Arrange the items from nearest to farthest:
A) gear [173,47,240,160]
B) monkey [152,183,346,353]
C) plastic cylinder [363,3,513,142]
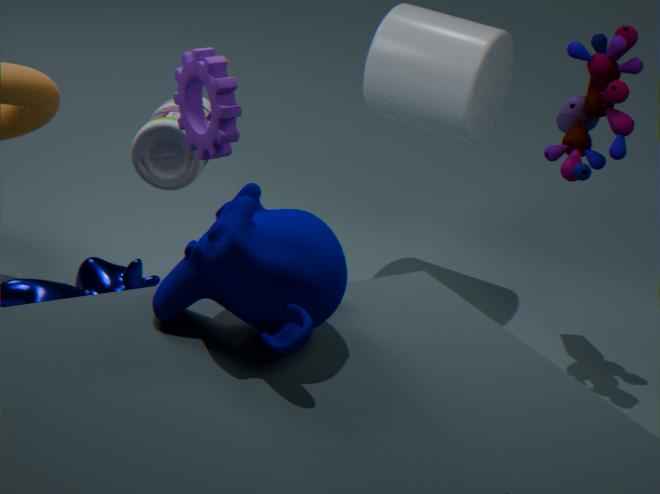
monkey [152,183,346,353] < gear [173,47,240,160] < plastic cylinder [363,3,513,142]
